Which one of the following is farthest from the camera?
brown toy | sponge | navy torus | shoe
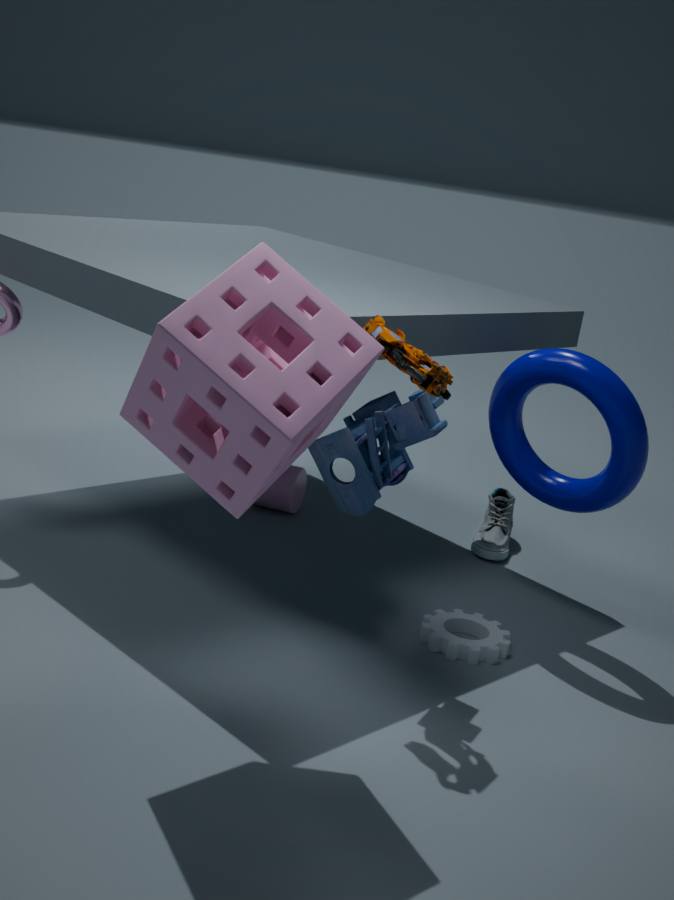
shoe
